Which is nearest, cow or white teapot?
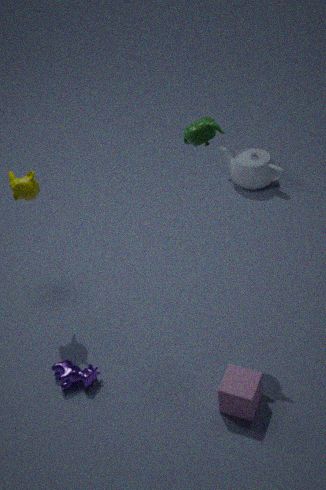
cow
